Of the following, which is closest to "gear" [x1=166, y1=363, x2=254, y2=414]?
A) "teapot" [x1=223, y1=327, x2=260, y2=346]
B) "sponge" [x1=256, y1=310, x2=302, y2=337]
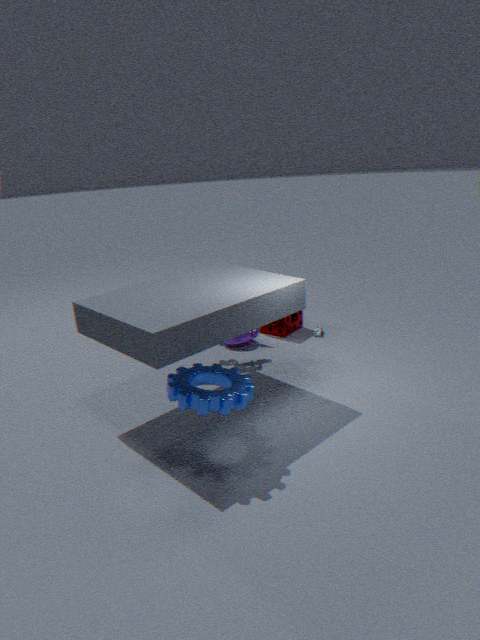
"teapot" [x1=223, y1=327, x2=260, y2=346]
